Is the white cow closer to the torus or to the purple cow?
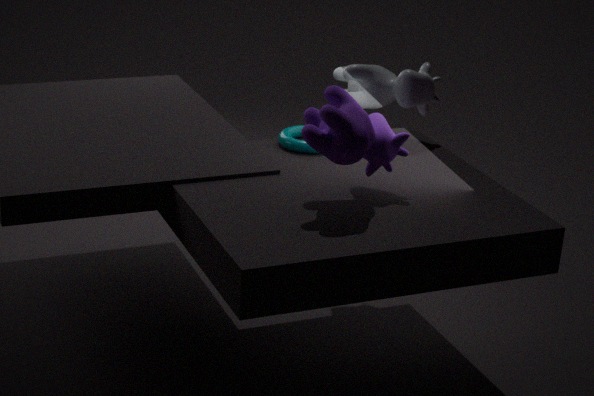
the torus
